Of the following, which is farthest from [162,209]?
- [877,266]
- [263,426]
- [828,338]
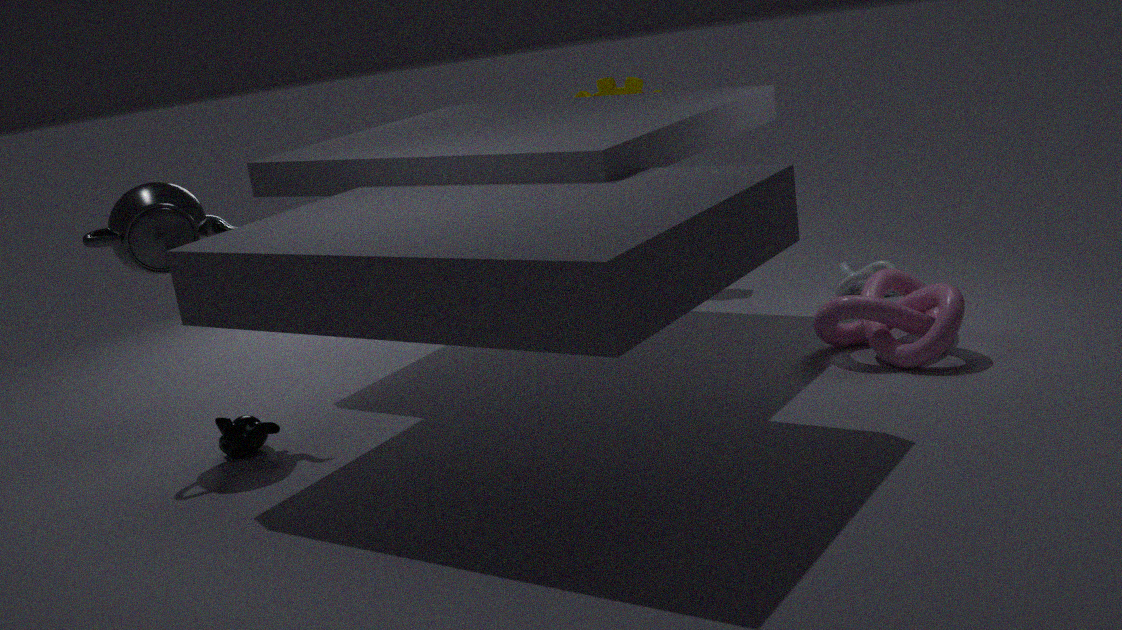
[877,266]
